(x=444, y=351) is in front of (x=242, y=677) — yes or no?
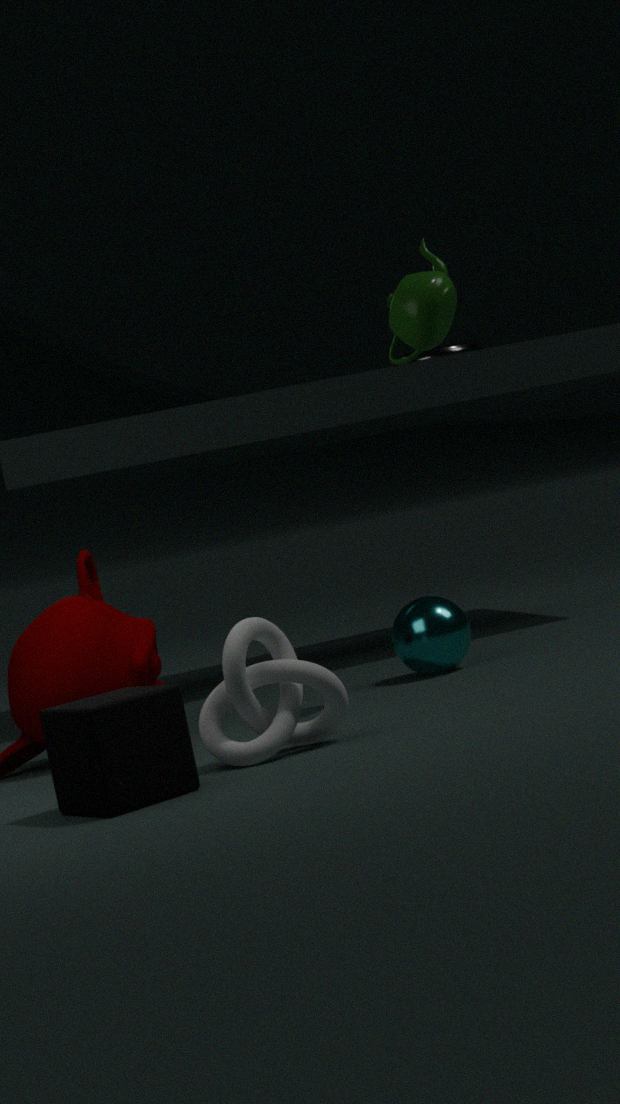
No
